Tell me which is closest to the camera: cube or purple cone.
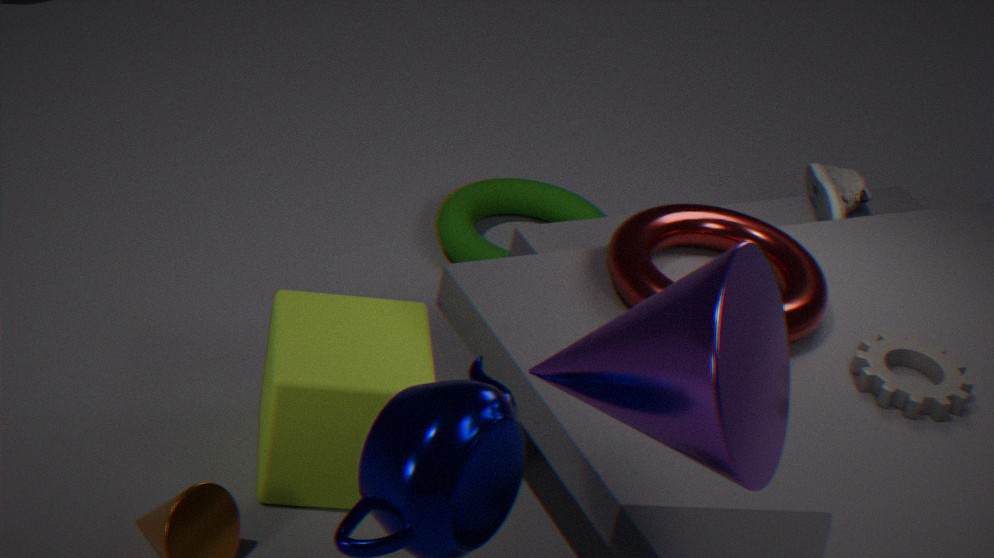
purple cone
